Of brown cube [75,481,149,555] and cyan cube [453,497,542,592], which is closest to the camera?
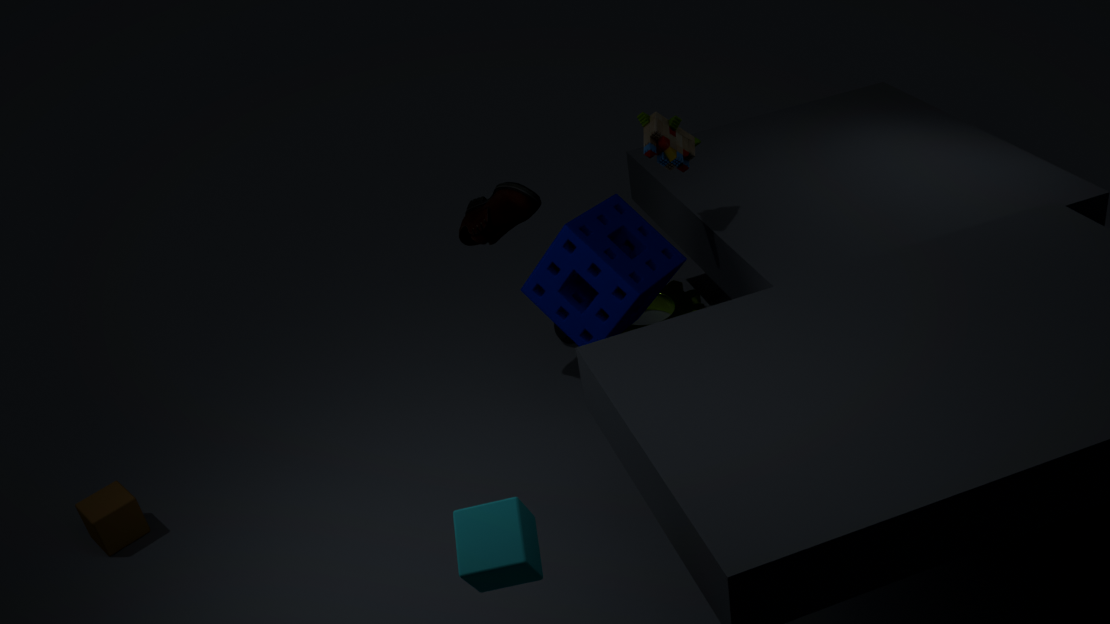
cyan cube [453,497,542,592]
